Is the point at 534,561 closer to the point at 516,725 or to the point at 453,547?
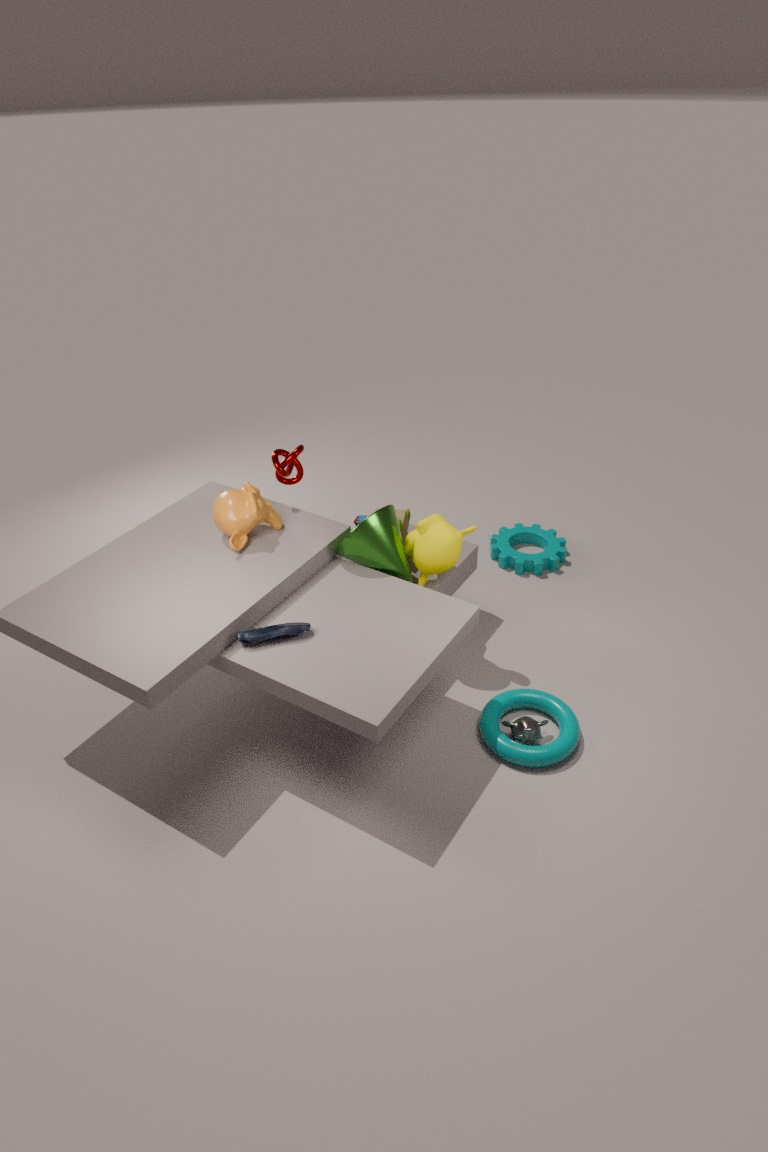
the point at 453,547
